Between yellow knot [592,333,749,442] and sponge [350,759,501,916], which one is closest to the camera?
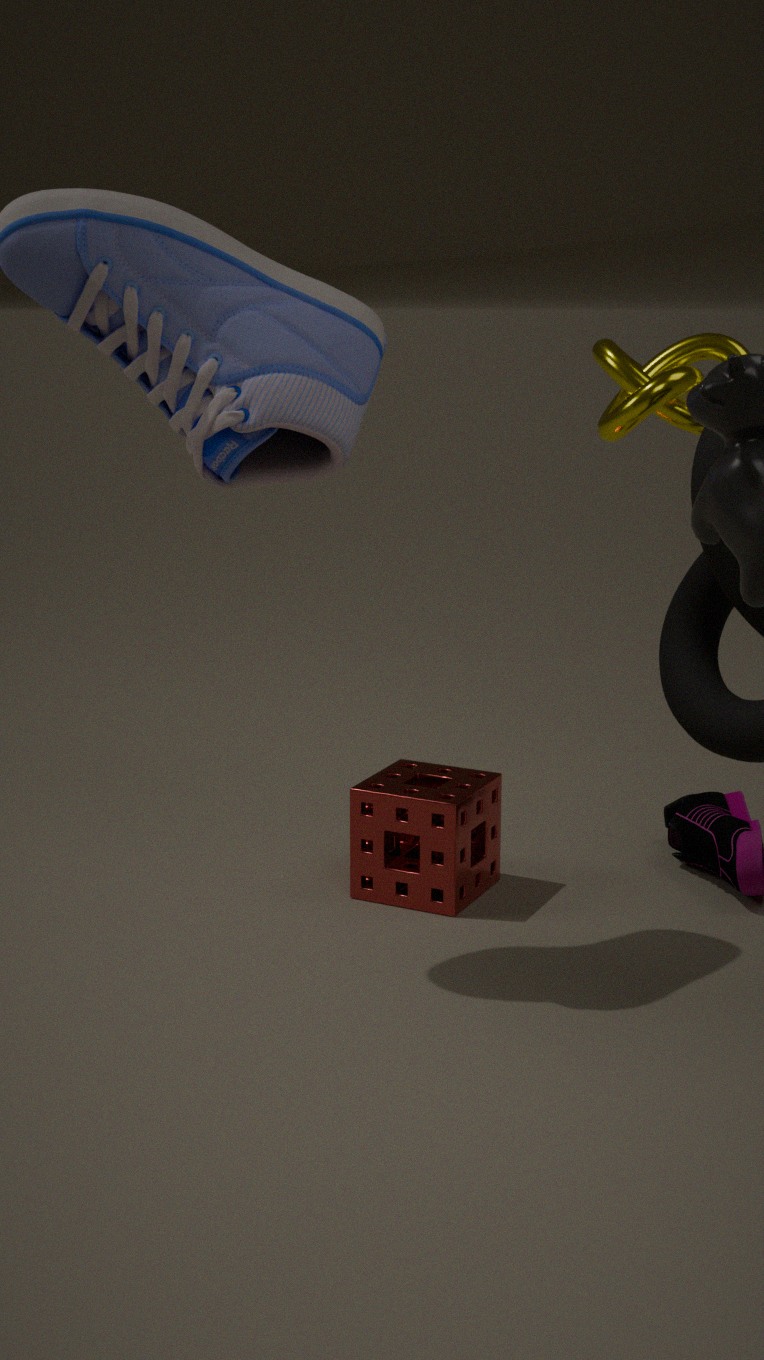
yellow knot [592,333,749,442]
